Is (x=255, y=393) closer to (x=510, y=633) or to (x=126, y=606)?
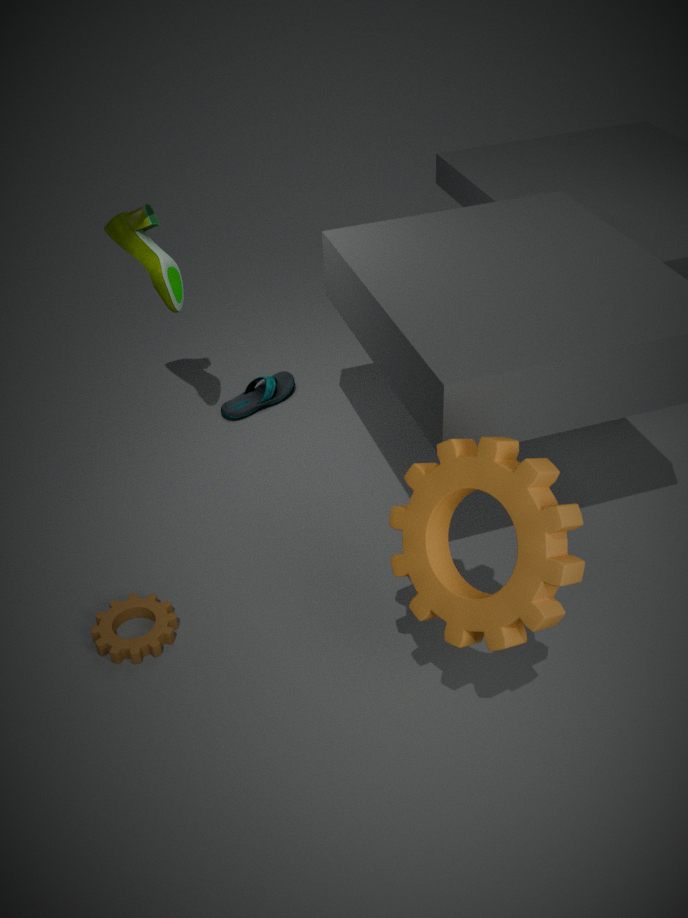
(x=126, y=606)
